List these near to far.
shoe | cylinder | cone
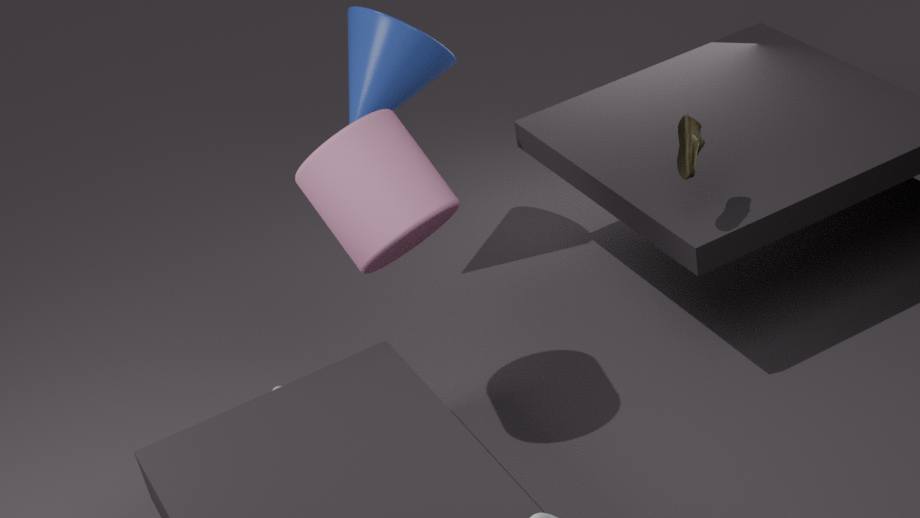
cylinder
shoe
cone
